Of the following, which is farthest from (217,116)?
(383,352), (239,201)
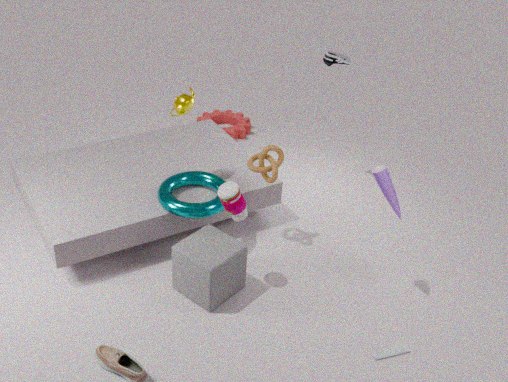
(383,352)
